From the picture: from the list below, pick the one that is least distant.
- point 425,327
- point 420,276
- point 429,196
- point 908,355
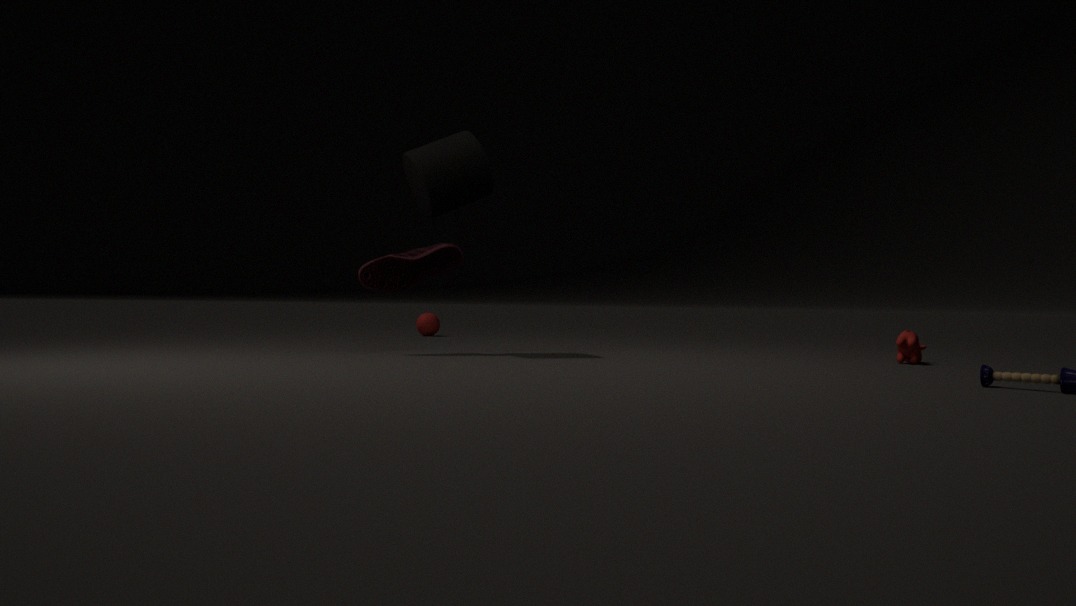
point 429,196
